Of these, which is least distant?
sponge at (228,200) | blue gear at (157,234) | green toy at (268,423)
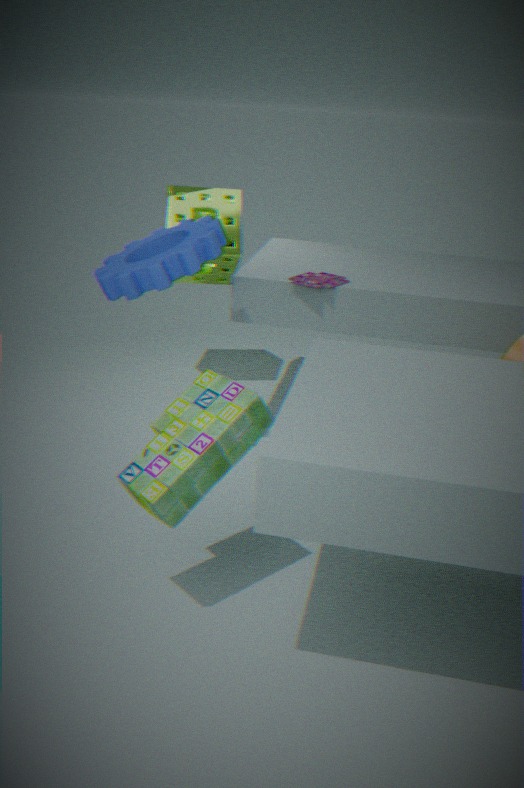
green toy at (268,423)
